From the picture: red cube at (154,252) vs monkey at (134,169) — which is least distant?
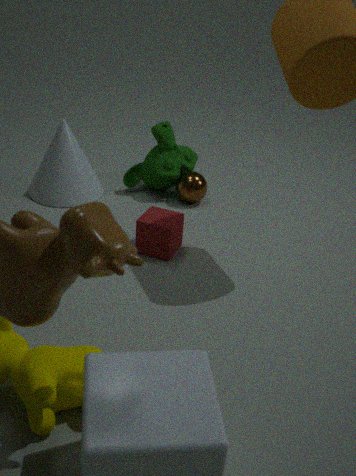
red cube at (154,252)
